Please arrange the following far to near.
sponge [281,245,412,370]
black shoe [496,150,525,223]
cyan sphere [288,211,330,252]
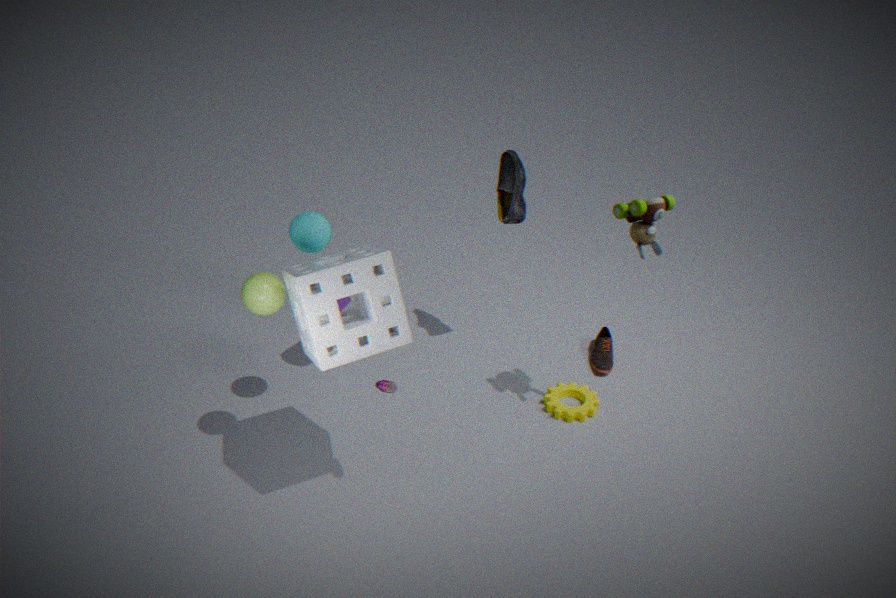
black shoe [496,150,525,223]
cyan sphere [288,211,330,252]
sponge [281,245,412,370]
